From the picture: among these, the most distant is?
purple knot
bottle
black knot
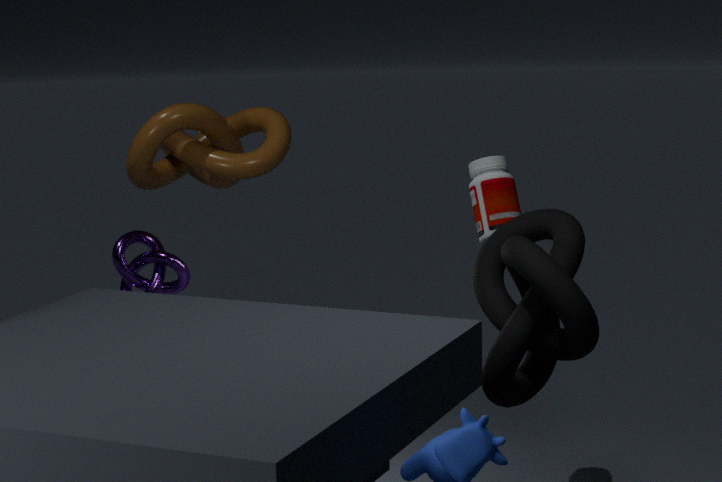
purple knot
